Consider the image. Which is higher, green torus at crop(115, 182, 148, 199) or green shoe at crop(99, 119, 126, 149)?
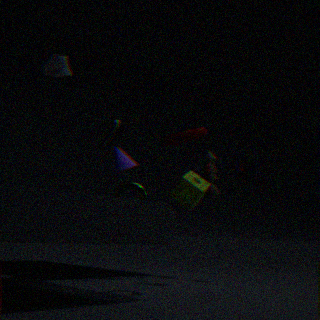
green shoe at crop(99, 119, 126, 149)
